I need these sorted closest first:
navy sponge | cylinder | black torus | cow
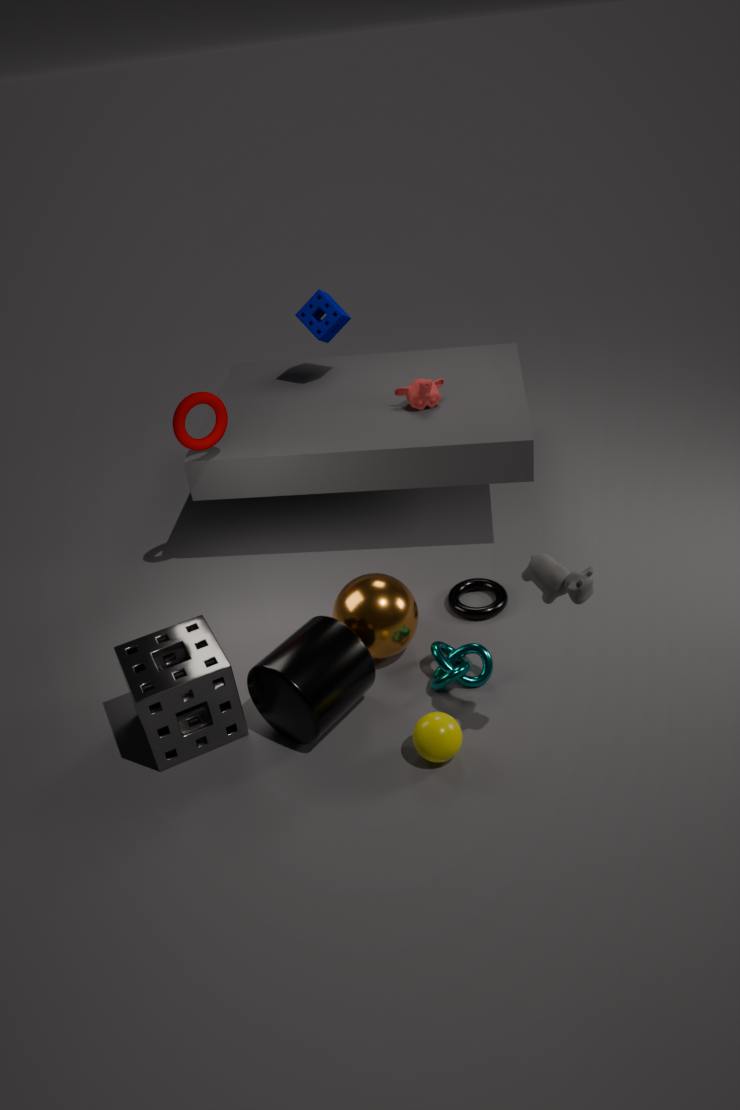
cow, cylinder, black torus, navy sponge
